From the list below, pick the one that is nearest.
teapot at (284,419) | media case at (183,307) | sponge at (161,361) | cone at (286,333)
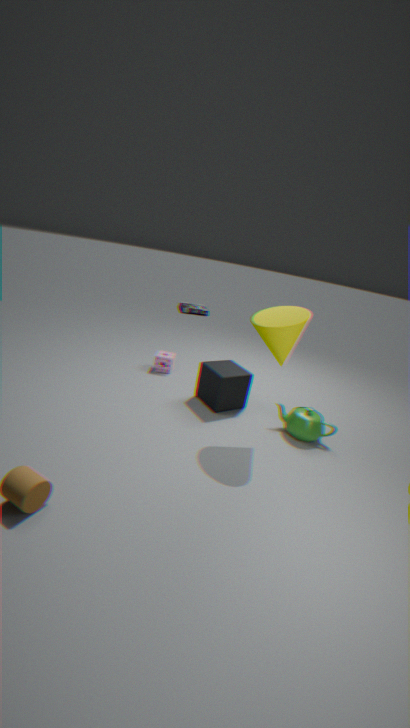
cone at (286,333)
